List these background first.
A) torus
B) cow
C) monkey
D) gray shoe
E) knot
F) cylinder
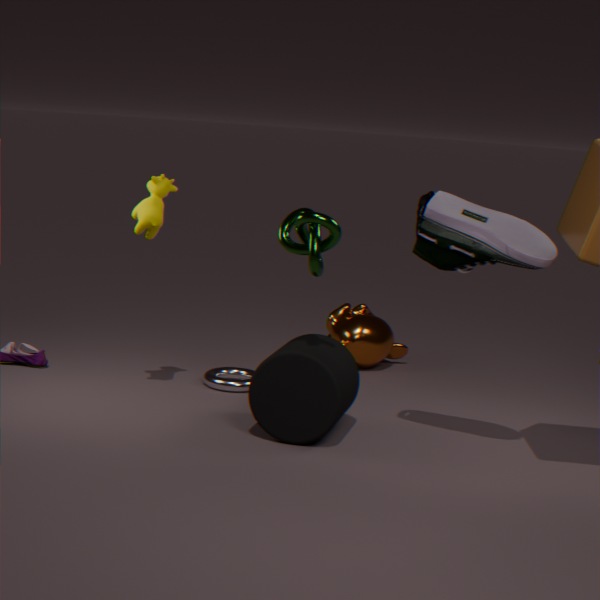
C. monkey, A. torus, B. cow, F. cylinder, E. knot, D. gray shoe
